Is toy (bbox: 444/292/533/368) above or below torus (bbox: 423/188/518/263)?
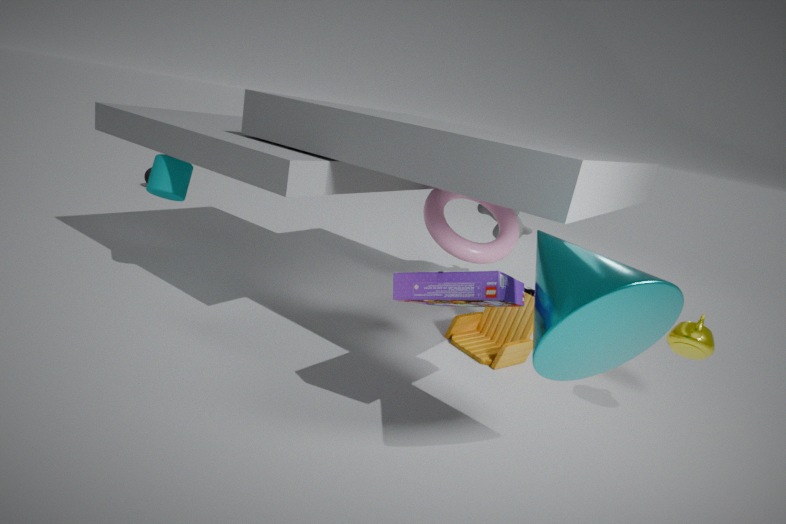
below
